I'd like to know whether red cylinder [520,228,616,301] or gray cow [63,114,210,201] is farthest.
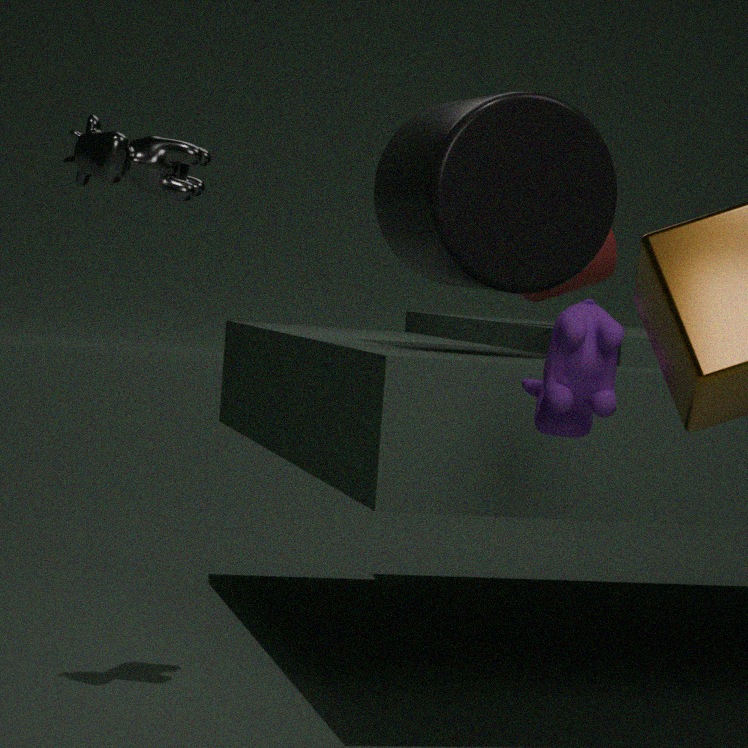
red cylinder [520,228,616,301]
